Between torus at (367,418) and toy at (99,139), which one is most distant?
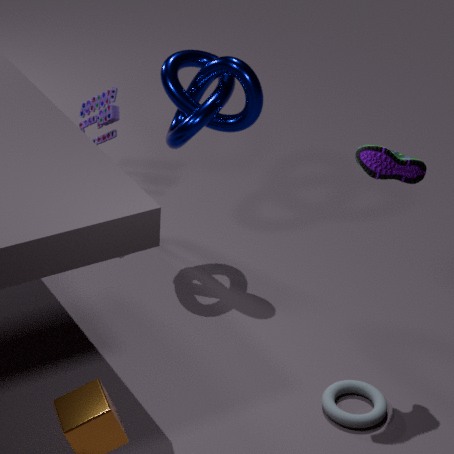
toy at (99,139)
